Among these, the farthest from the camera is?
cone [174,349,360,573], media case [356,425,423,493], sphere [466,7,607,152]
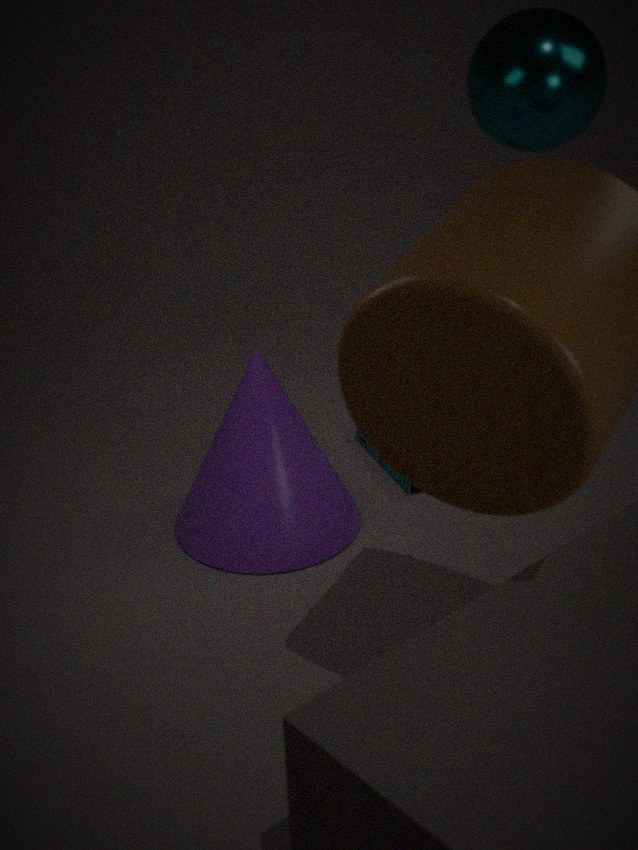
sphere [466,7,607,152]
